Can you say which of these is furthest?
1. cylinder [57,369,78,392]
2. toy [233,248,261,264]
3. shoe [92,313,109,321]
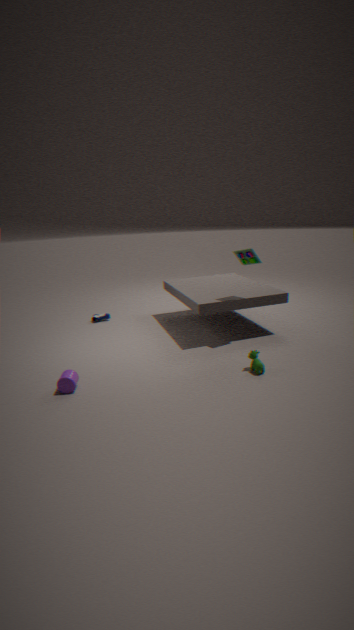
shoe [92,313,109,321]
